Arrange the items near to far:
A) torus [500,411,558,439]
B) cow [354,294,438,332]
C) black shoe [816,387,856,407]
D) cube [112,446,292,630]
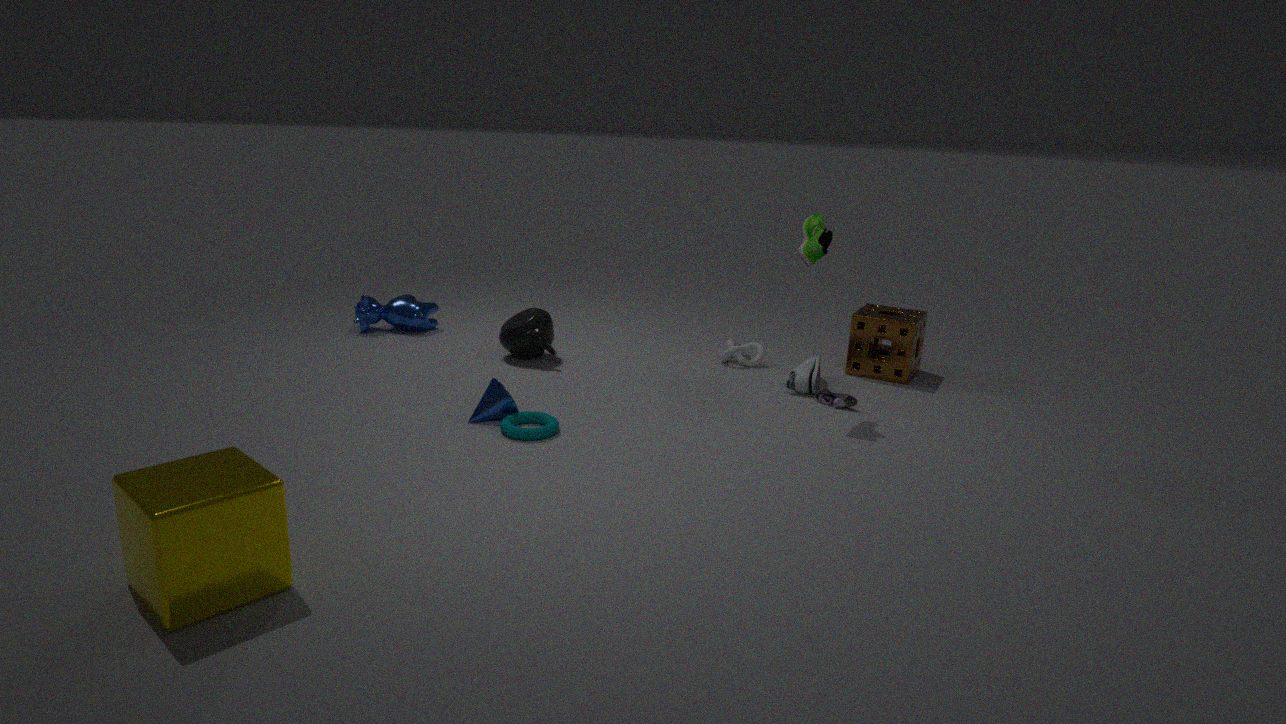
cube [112,446,292,630] → torus [500,411,558,439] → black shoe [816,387,856,407] → cow [354,294,438,332]
